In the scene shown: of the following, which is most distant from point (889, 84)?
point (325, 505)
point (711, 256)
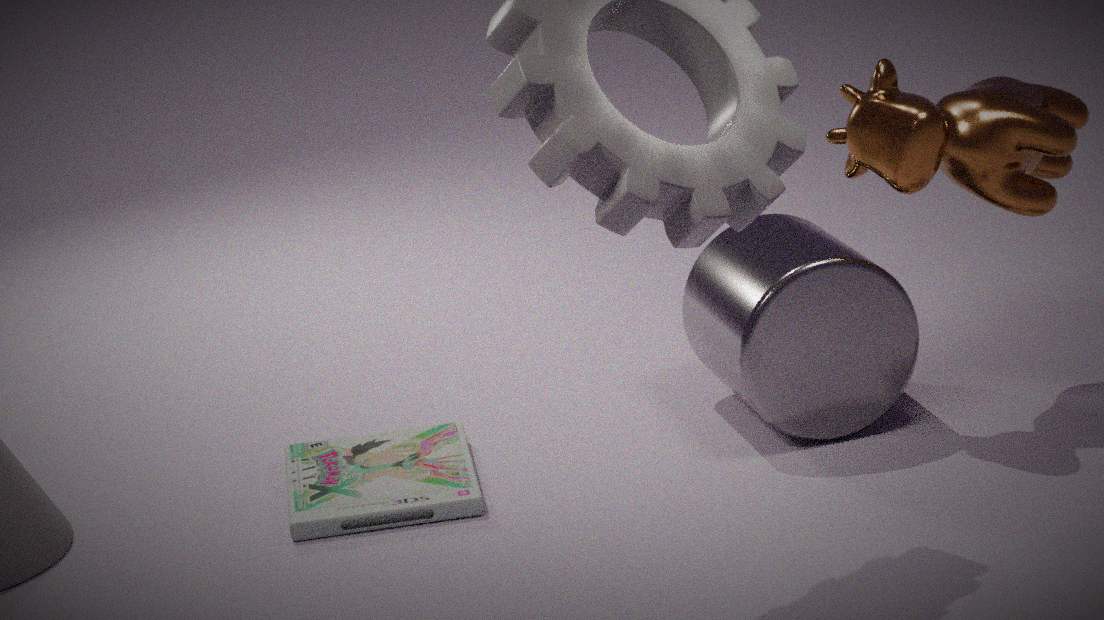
point (325, 505)
